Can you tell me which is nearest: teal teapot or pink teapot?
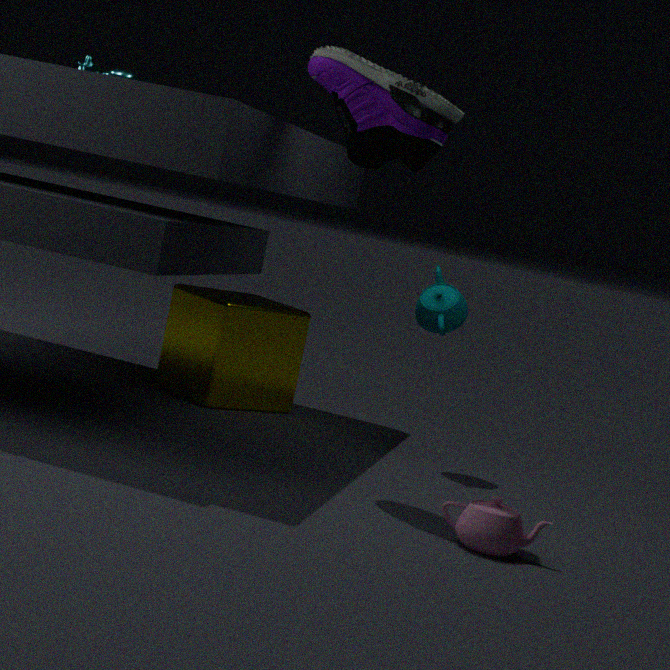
pink teapot
